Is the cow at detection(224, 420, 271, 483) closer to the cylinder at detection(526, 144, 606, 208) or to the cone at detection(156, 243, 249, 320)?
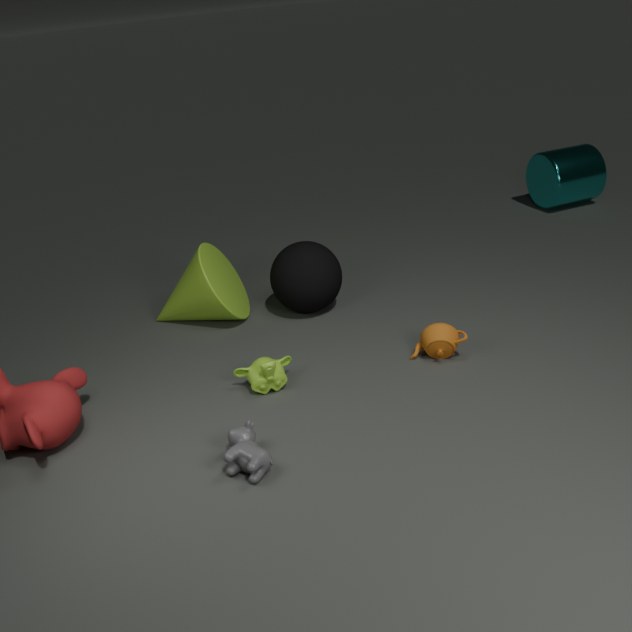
the cone at detection(156, 243, 249, 320)
